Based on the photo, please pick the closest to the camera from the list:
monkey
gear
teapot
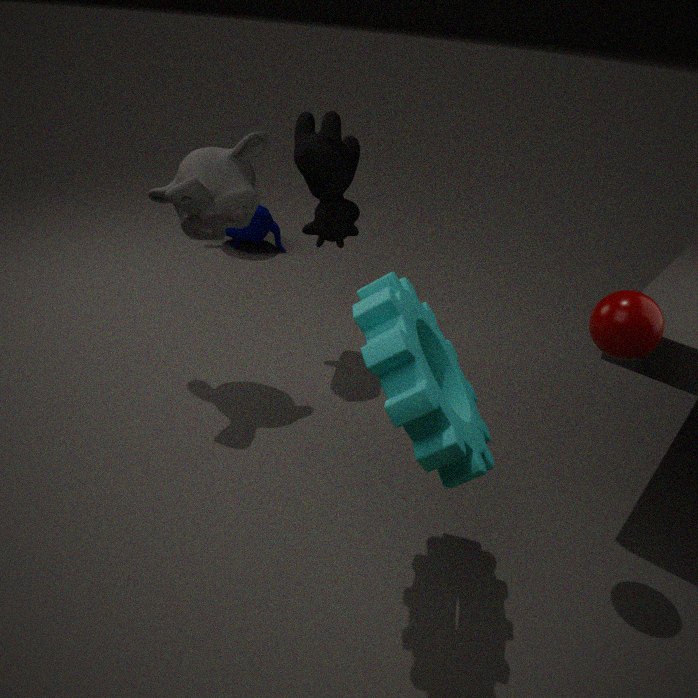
gear
